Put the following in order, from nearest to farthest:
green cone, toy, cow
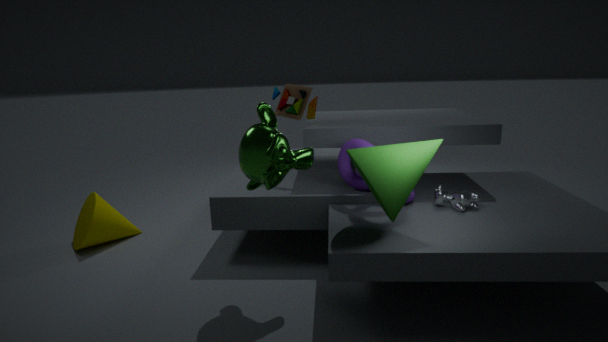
green cone, cow, toy
